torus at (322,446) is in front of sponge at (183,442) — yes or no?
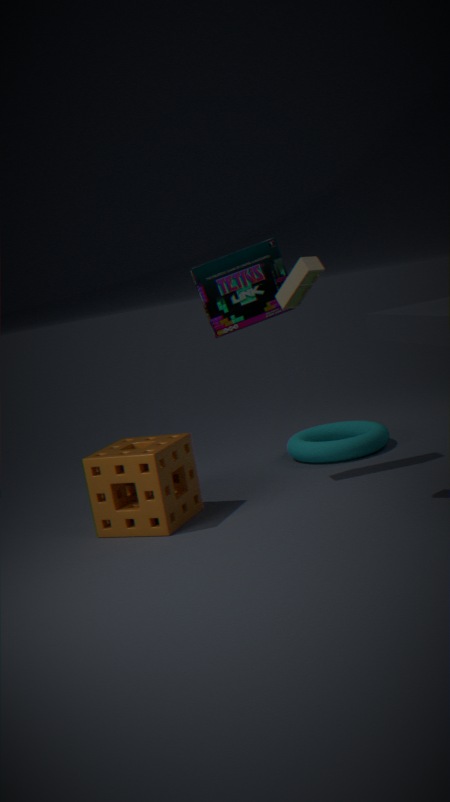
No
